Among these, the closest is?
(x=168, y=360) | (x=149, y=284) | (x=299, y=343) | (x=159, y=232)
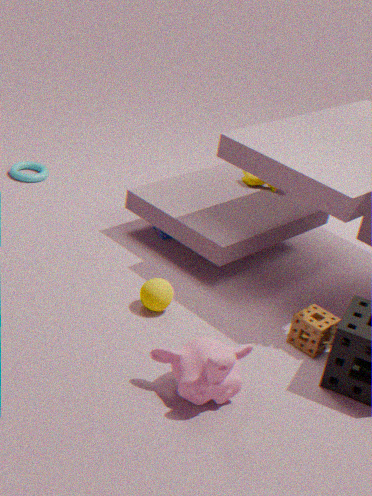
(x=168, y=360)
